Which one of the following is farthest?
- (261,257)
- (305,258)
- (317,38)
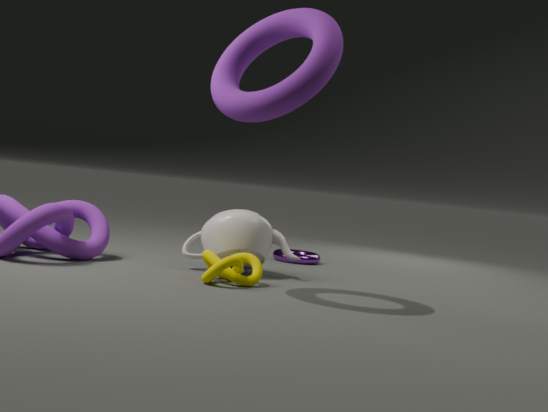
(305,258)
